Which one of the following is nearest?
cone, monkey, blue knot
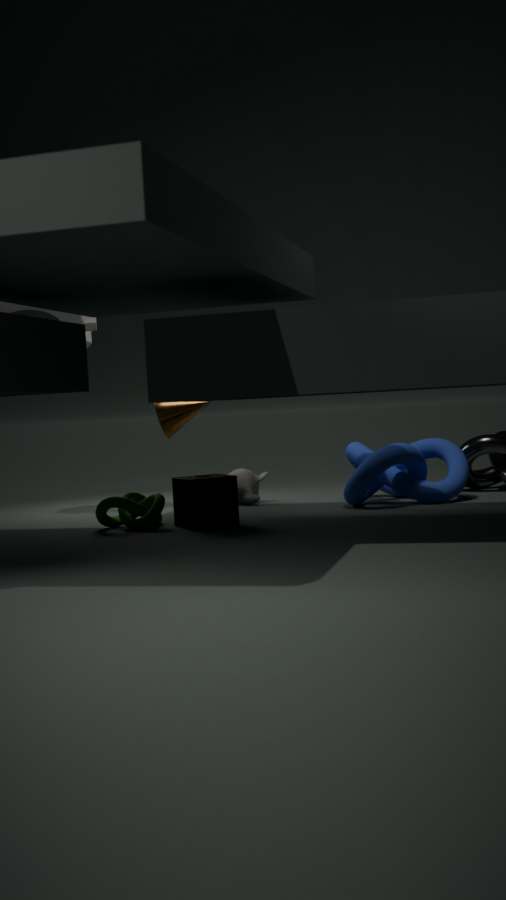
blue knot
